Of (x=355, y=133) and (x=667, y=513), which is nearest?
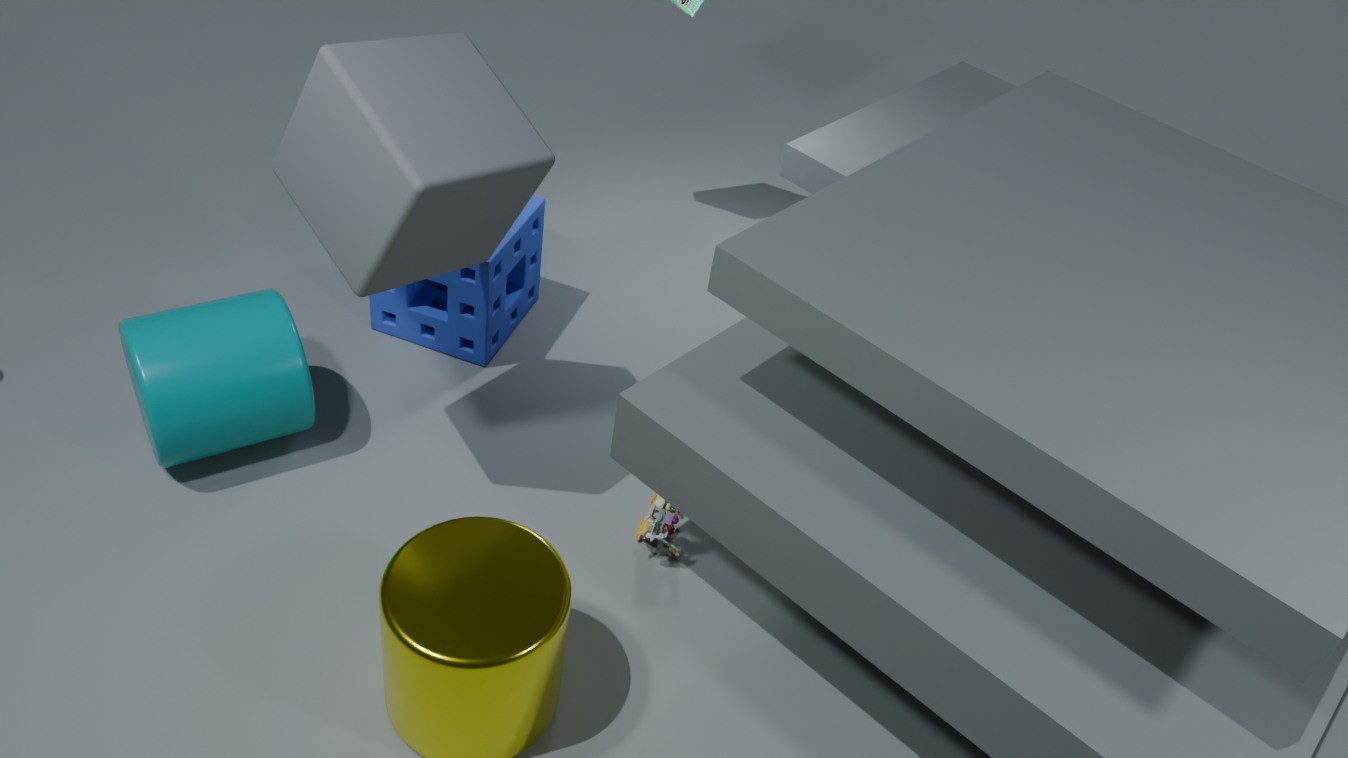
(x=355, y=133)
